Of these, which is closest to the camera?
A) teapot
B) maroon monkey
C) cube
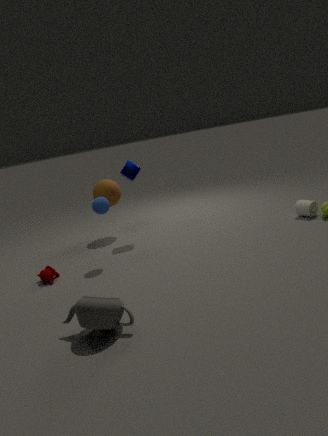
teapot
